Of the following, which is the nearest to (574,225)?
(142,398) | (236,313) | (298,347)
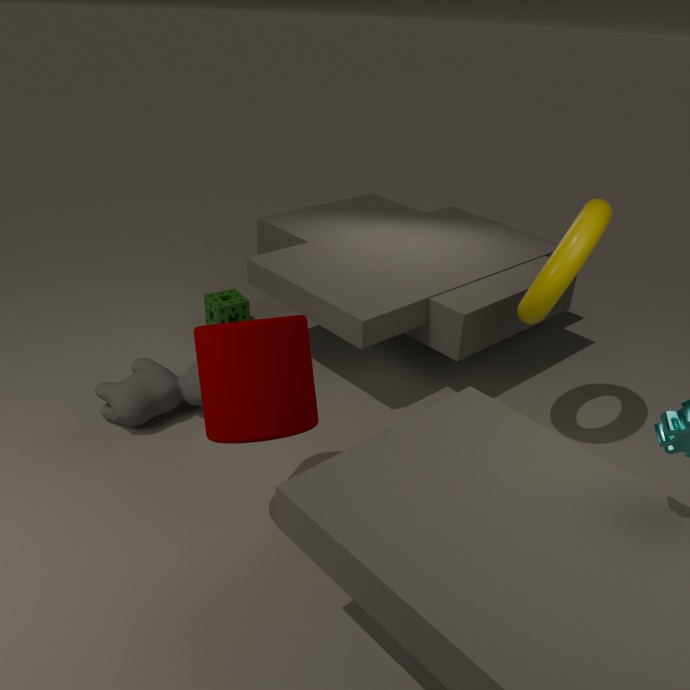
(298,347)
